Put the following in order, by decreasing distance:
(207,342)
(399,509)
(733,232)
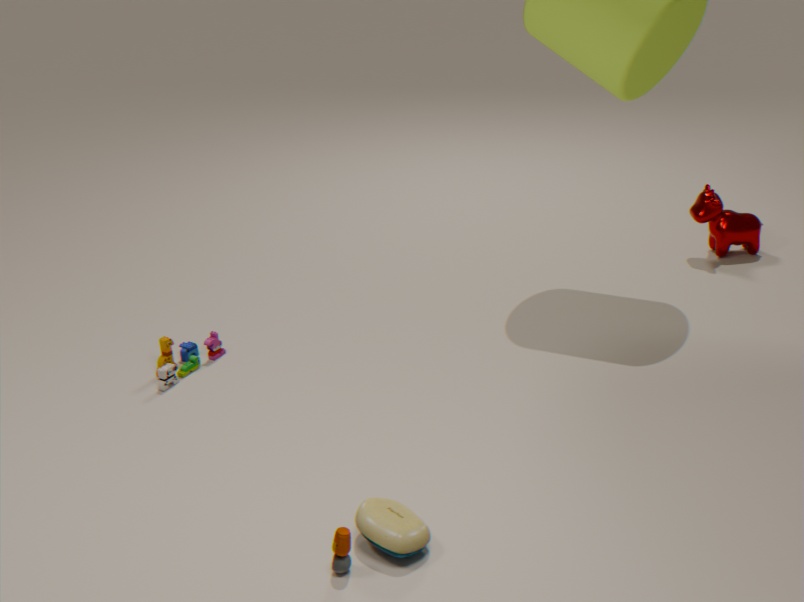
(733,232)
(207,342)
(399,509)
